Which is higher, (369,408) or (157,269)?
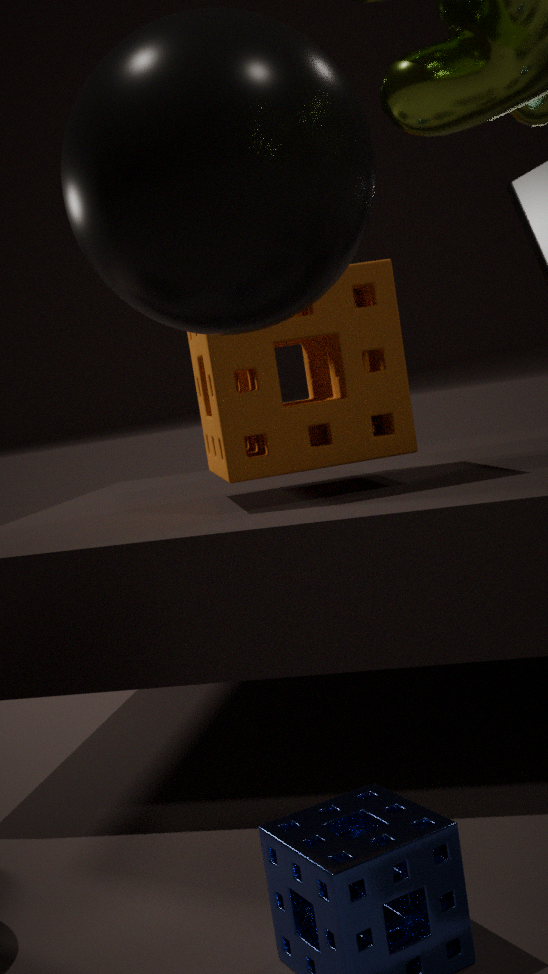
(157,269)
